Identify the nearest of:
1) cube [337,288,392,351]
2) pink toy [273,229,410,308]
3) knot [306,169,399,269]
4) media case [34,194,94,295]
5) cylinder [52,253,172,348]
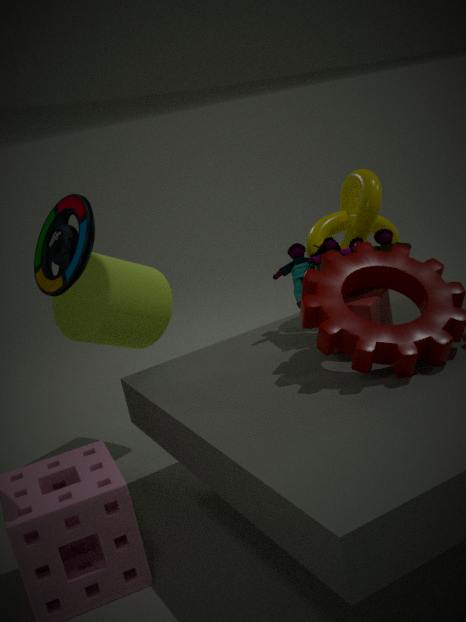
4. media case [34,194,94,295]
